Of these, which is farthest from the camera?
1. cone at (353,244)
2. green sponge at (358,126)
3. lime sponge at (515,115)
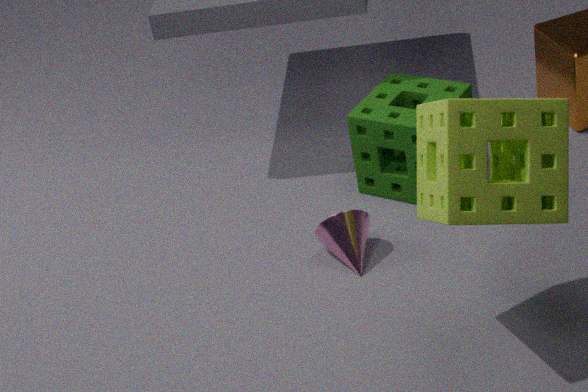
green sponge at (358,126)
